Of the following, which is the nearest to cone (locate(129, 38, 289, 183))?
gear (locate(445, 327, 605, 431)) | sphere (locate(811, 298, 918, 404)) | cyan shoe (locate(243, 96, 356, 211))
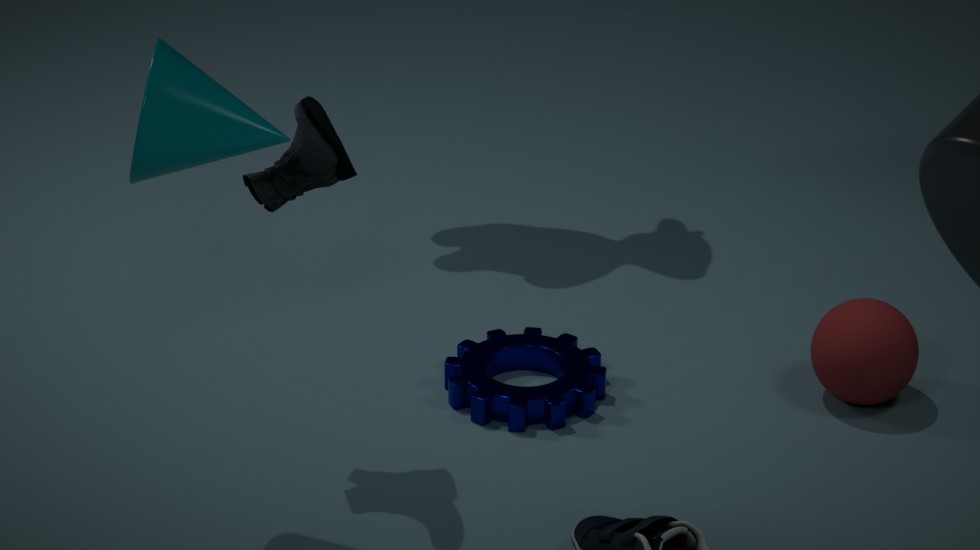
cyan shoe (locate(243, 96, 356, 211))
